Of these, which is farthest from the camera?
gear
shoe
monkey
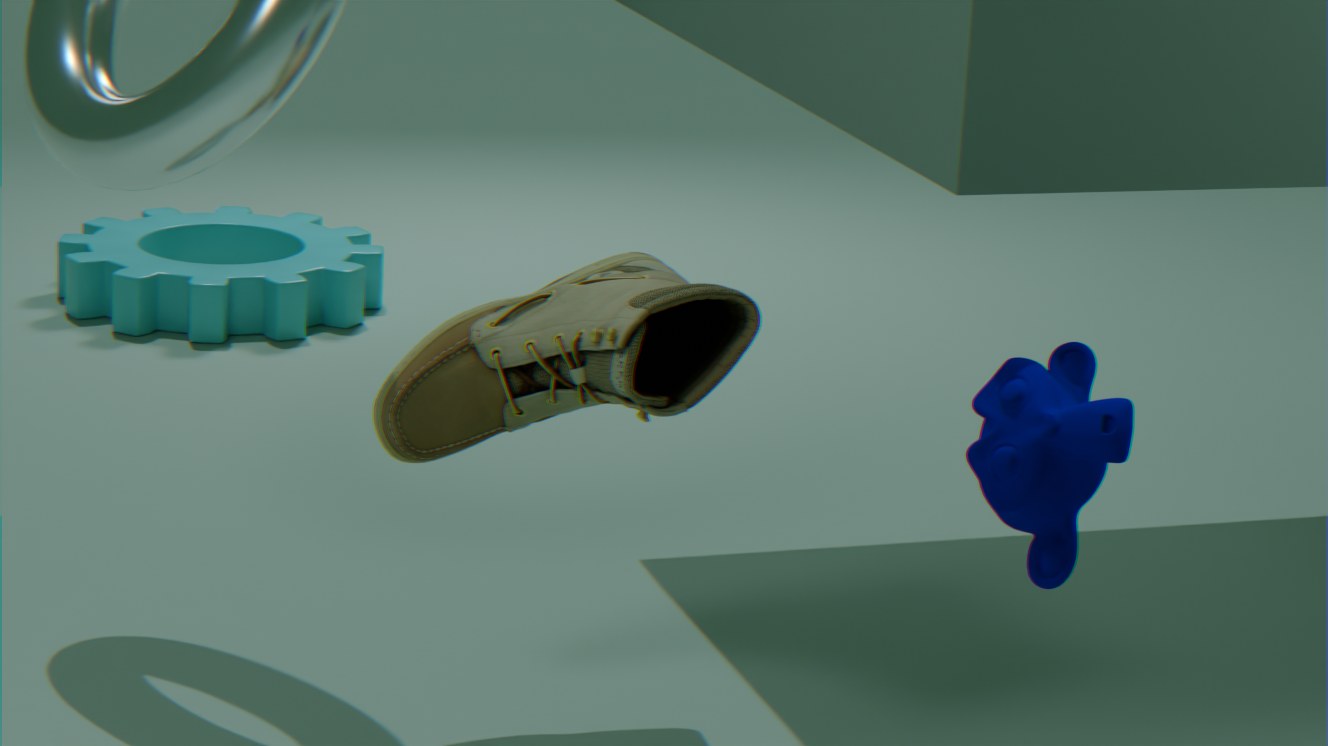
gear
